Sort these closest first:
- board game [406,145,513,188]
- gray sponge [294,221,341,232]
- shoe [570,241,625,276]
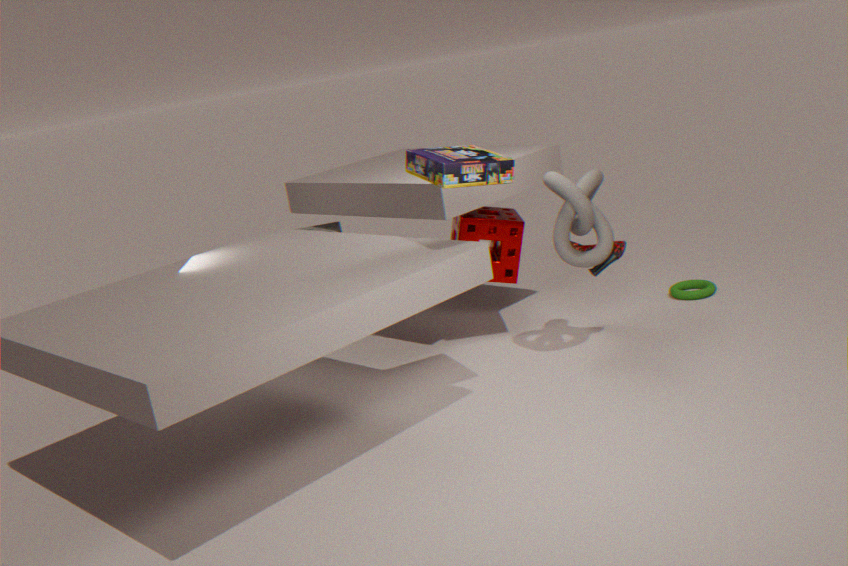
board game [406,145,513,188] < shoe [570,241,625,276] < gray sponge [294,221,341,232]
